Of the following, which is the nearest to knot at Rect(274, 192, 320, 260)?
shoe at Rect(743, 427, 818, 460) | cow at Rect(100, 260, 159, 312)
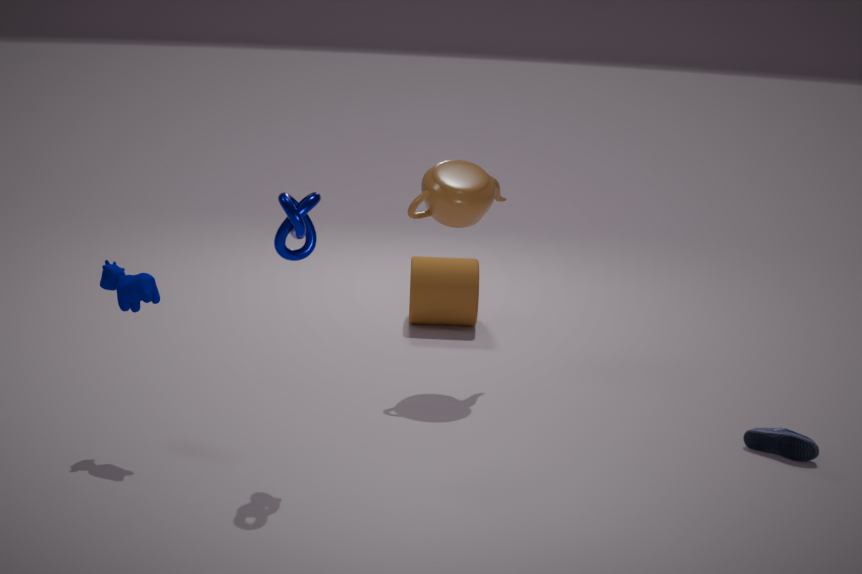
cow at Rect(100, 260, 159, 312)
